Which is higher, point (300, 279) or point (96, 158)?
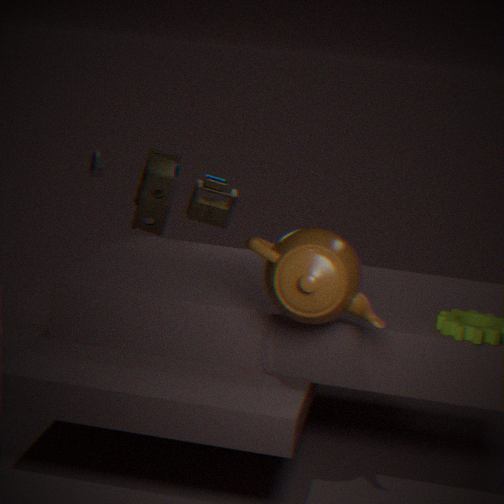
point (96, 158)
